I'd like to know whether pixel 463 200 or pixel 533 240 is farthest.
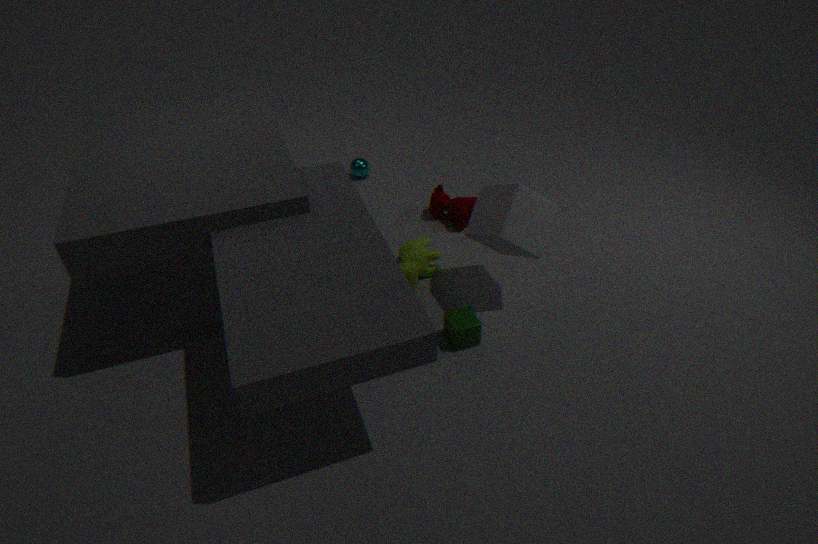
pixel 463 200
